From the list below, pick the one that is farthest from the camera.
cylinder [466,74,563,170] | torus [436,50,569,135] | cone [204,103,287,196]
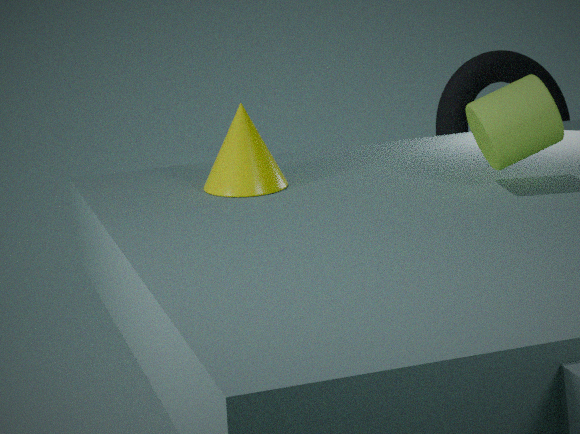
torus [436,50,569,135]
